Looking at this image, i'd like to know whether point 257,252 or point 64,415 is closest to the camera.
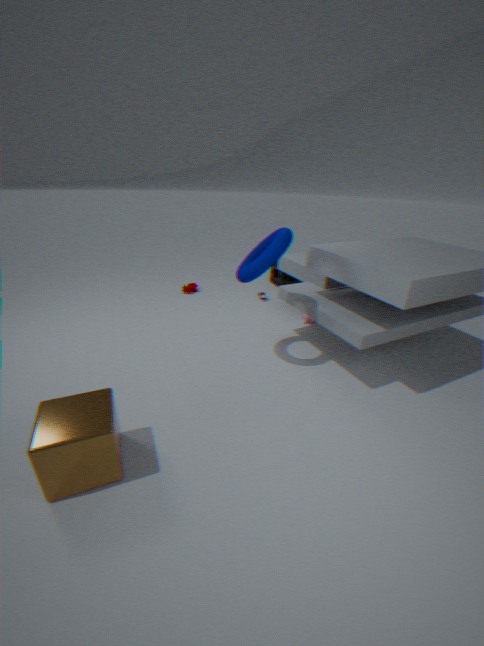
point 64,415
